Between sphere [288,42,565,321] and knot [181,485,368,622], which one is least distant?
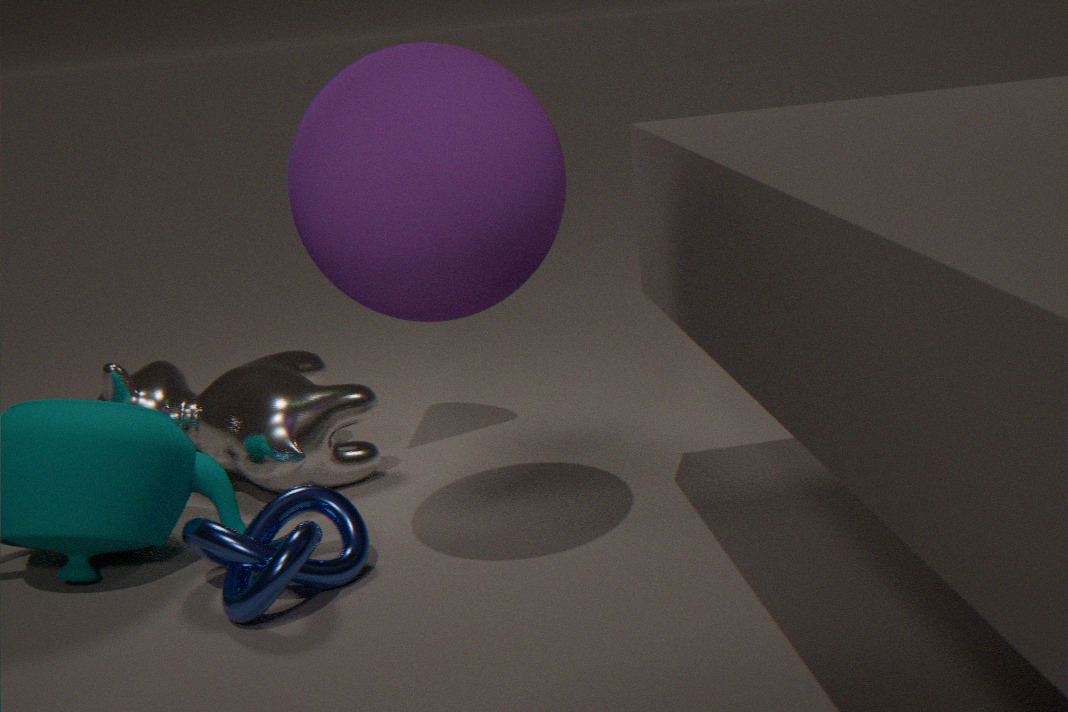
sphere [288,42,565,321]
